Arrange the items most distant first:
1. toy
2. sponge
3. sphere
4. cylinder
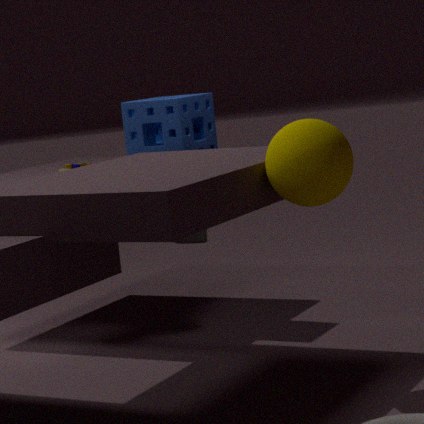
toy
cylinder
sponge
sphere
